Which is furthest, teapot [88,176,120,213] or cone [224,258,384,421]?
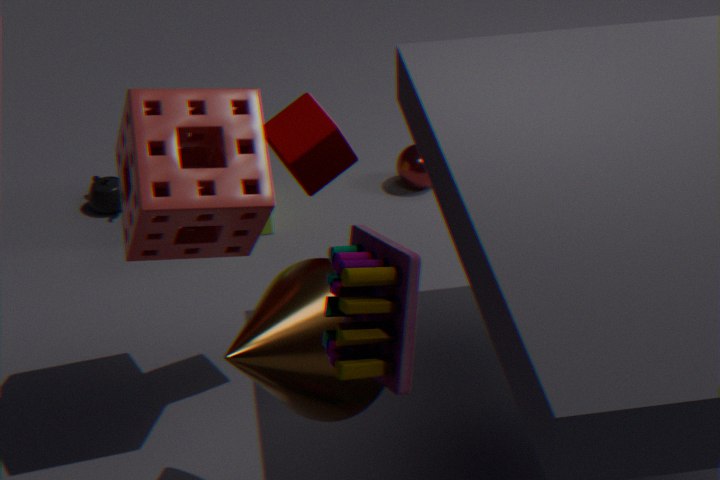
teapot [88,176,120,213]
